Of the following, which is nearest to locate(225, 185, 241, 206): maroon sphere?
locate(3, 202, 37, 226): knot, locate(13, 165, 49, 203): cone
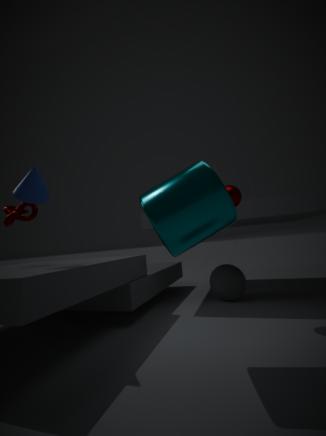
locate(13, 165, 49, 203): cone
